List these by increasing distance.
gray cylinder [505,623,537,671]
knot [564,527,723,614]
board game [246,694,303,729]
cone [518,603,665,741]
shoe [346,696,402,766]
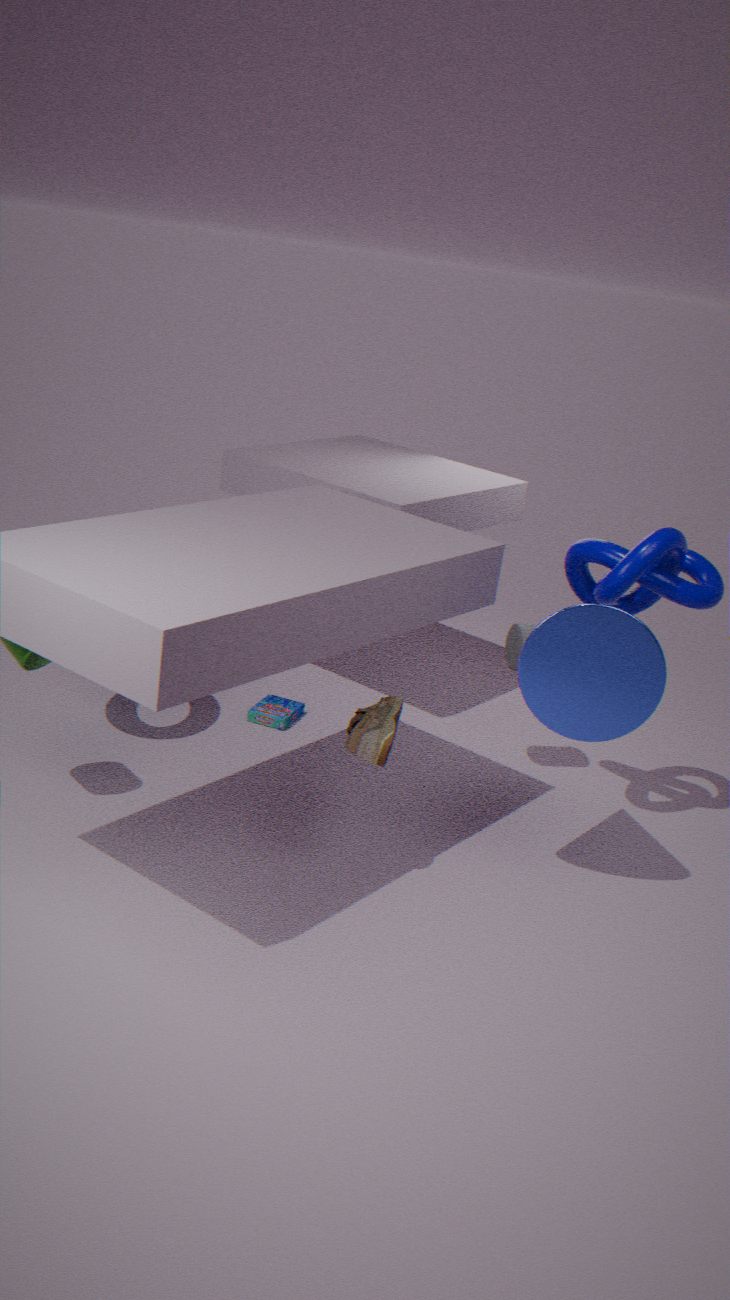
cone [518,603,665,741]
shoe [346,696,402,766]
knot [564,527,723,614]
gray cylinder [505,623,537,671]
board game [246,694,303,729]
